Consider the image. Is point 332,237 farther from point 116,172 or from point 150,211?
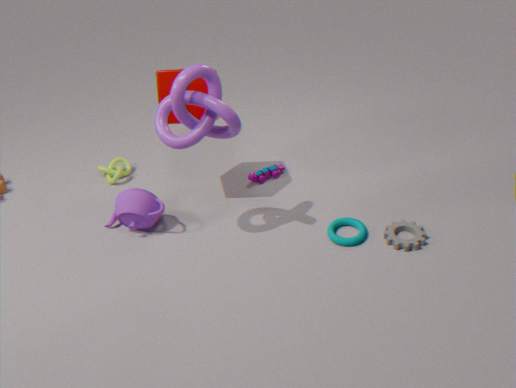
point 116,172
